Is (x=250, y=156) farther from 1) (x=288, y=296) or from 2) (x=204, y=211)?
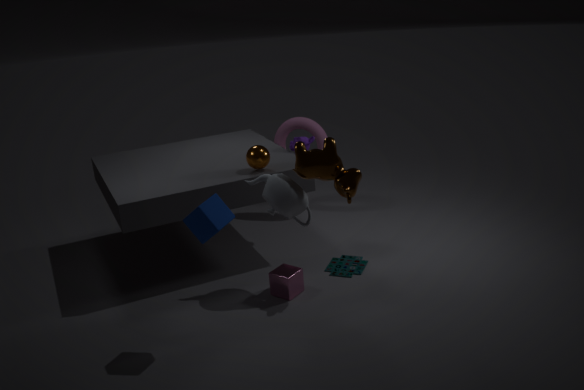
2) (x=204, y=211)
